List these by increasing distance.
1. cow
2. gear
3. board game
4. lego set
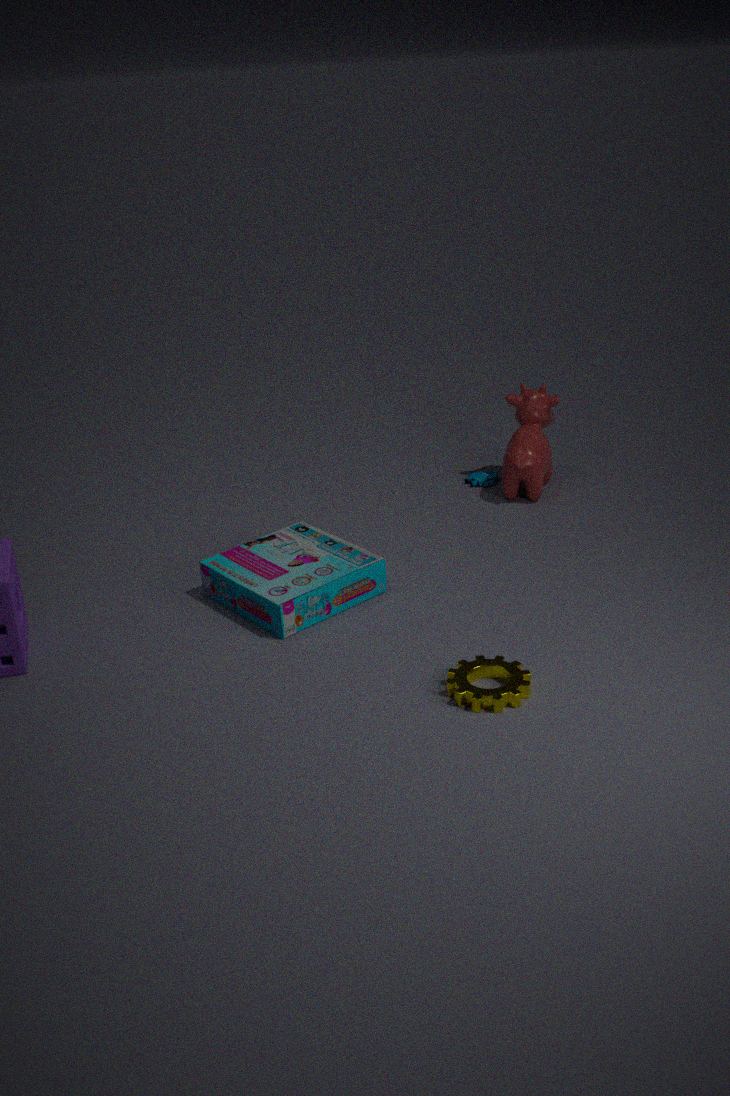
gear < board game < cow < lego set
